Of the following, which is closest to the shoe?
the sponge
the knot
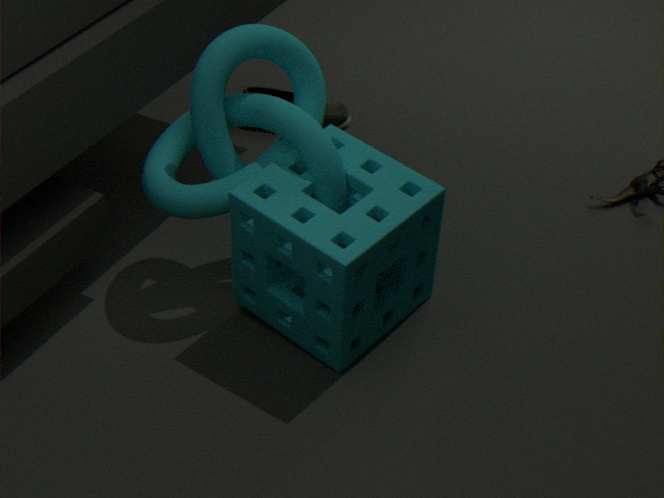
the sponge
